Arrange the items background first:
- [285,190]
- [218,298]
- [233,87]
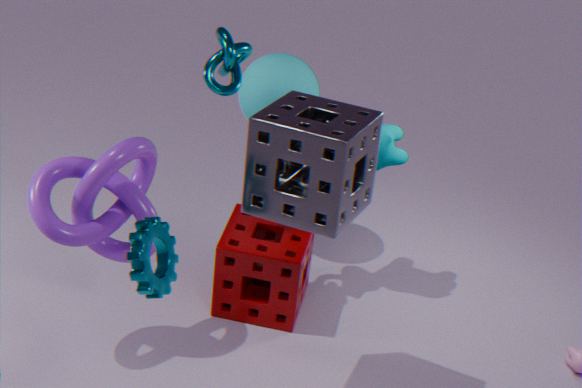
[218,298] < [233,87] < [285,190]
